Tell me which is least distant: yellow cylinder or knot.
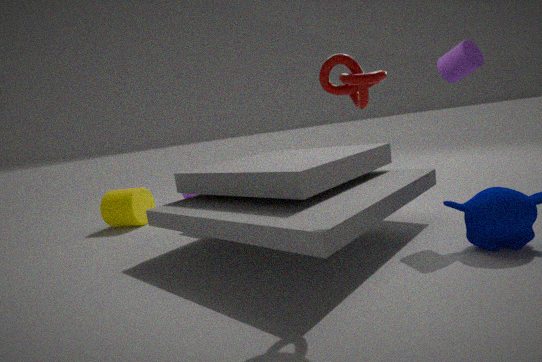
knot
